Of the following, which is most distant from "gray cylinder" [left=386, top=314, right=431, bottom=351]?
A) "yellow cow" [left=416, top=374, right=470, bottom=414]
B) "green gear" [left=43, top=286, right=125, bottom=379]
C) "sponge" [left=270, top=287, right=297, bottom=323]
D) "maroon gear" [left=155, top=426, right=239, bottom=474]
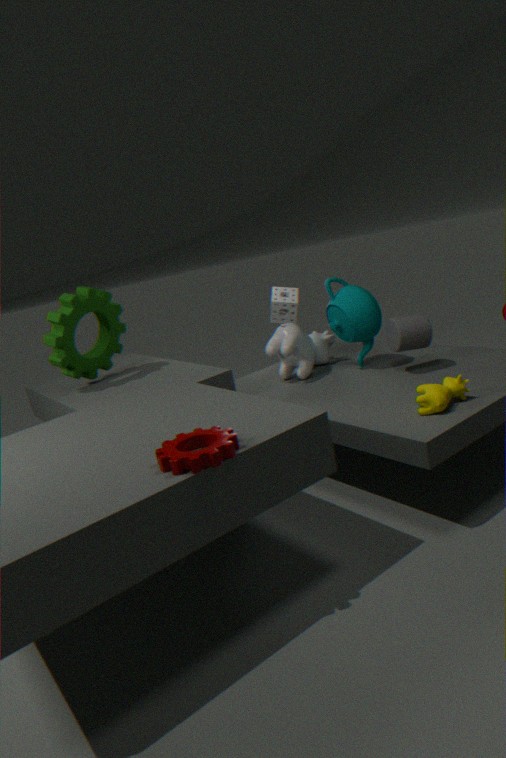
"green gear" [left=43, top=286, right=125, bottom=379]
